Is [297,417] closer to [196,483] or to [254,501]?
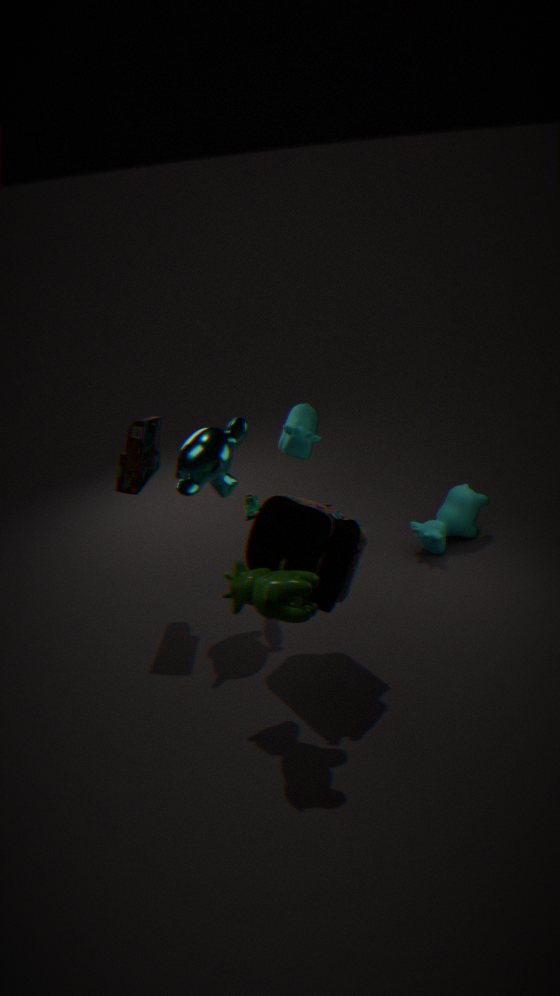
[254,501]
